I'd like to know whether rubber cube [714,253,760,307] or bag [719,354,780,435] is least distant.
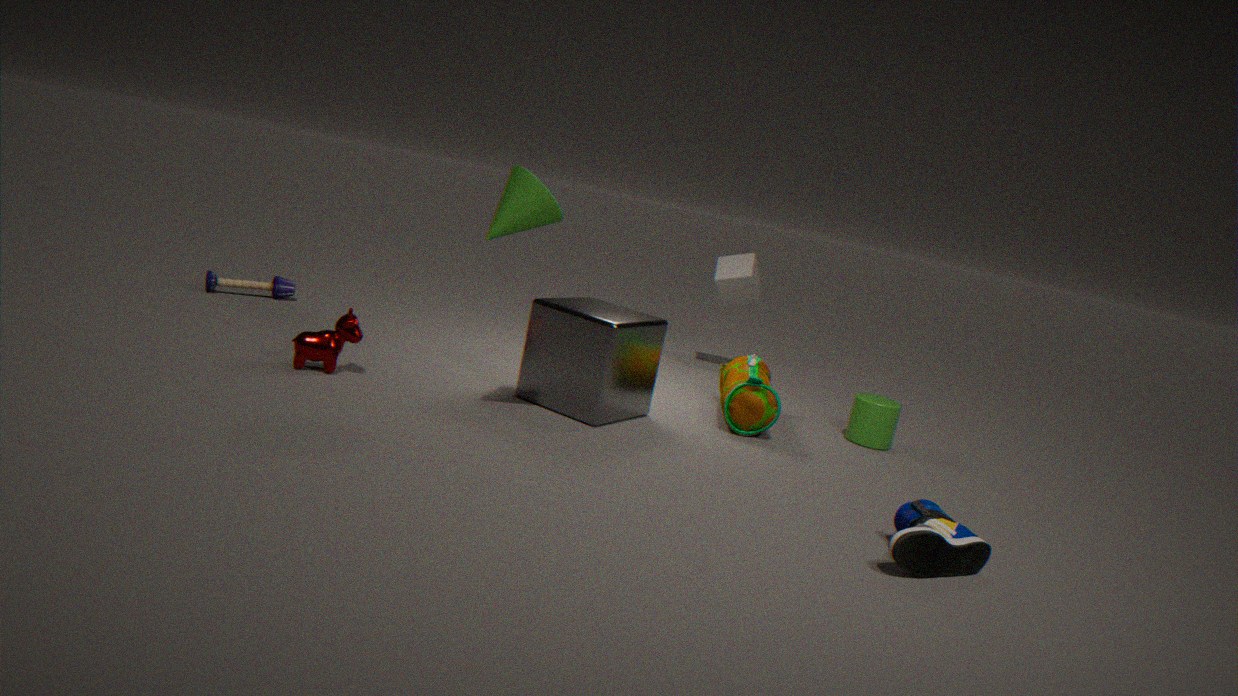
bag [719,354,780,435]
